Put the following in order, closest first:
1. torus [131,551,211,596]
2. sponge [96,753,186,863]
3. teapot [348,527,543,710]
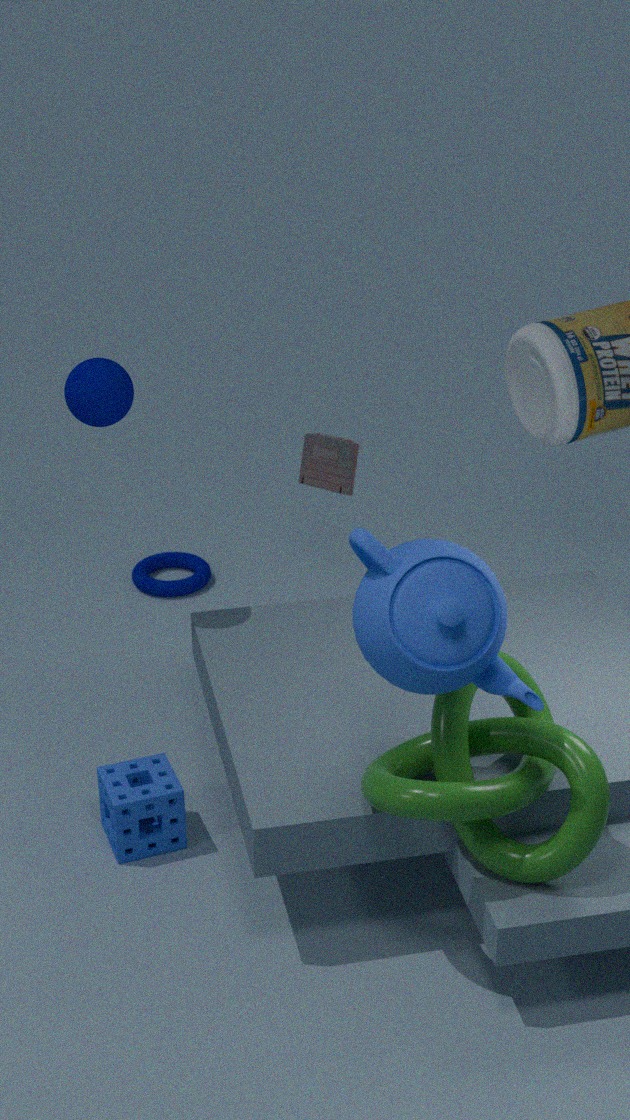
teapot [348,527,543,710], sponge [96,753,186,863], torus [131,551,211,596]
